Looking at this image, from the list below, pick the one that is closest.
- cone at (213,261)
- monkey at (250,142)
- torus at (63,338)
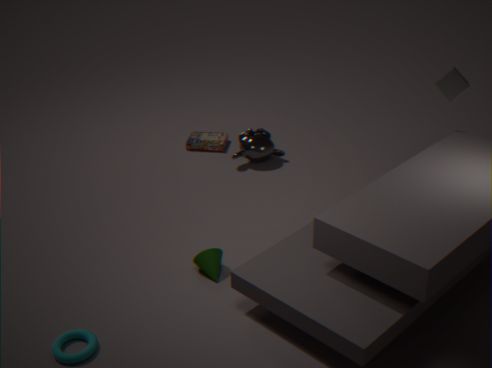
torus at (63,338)
